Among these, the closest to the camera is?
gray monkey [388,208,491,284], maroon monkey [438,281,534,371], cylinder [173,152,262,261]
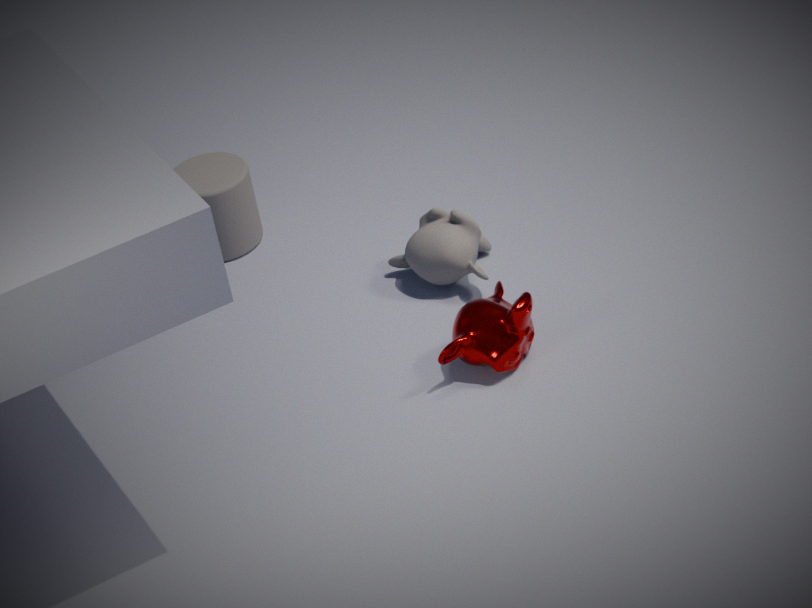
maroon monkey [438,281,534,371]
